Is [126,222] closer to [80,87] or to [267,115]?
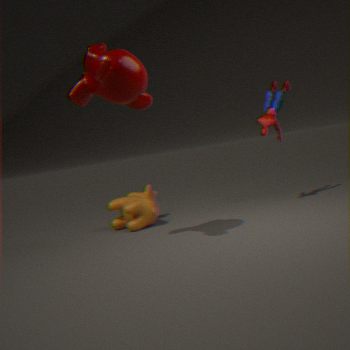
[80,87]
